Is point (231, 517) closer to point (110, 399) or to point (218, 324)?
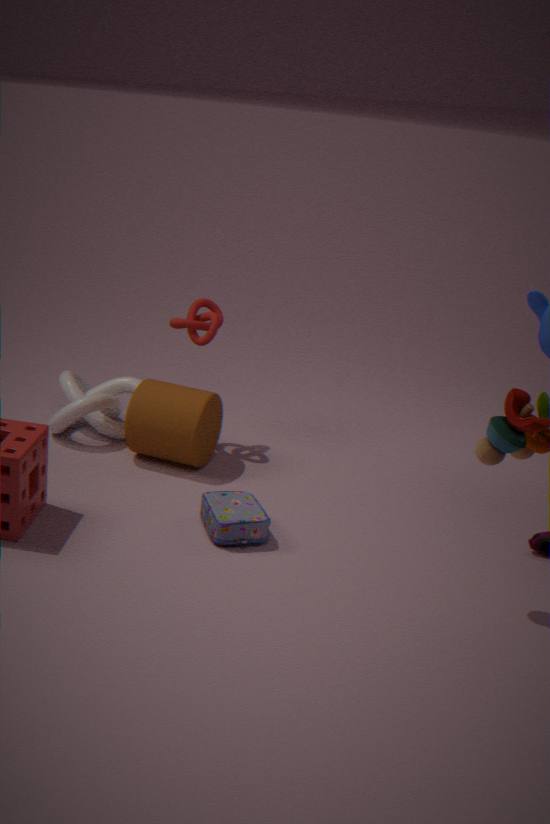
point (218, 324)
